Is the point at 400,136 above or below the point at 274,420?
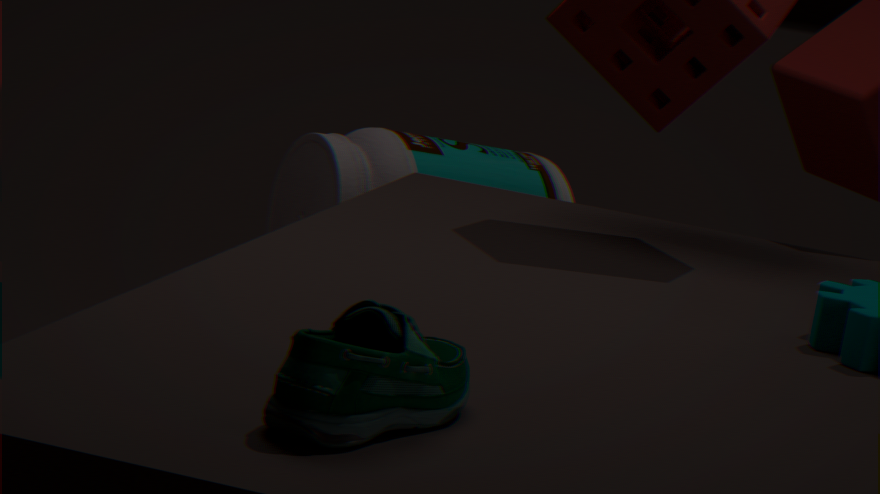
below
